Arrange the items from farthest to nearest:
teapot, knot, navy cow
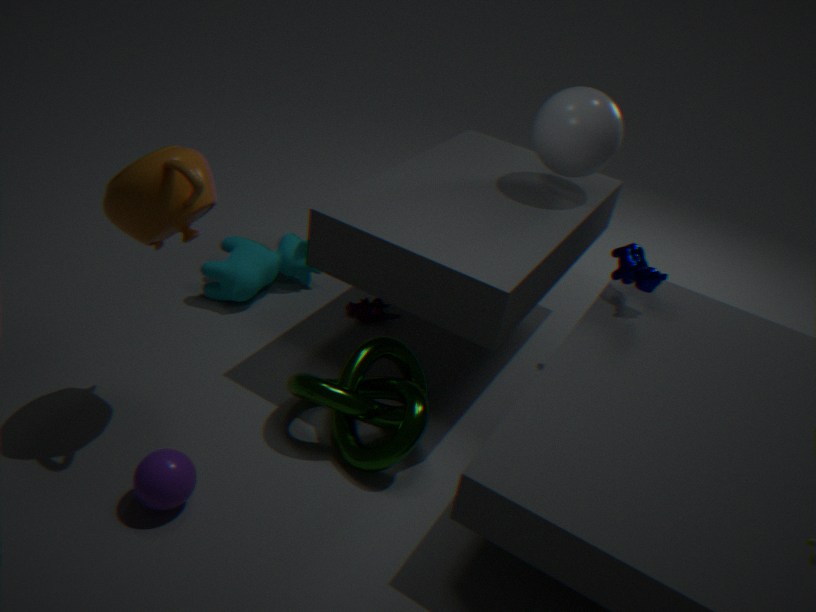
navy cow, knot, teapot
